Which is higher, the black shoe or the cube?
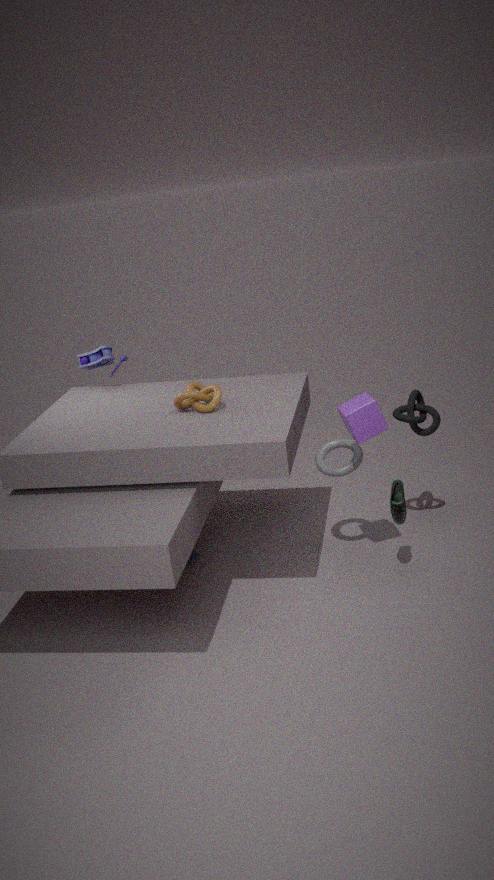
the cube
